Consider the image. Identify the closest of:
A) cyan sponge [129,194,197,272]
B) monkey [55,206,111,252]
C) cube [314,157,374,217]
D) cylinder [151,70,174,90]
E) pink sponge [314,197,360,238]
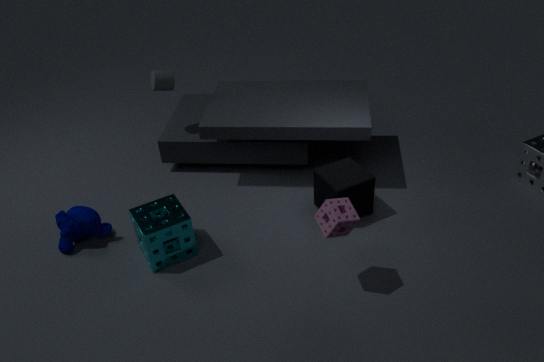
pink sponge [314,197,360,238]
